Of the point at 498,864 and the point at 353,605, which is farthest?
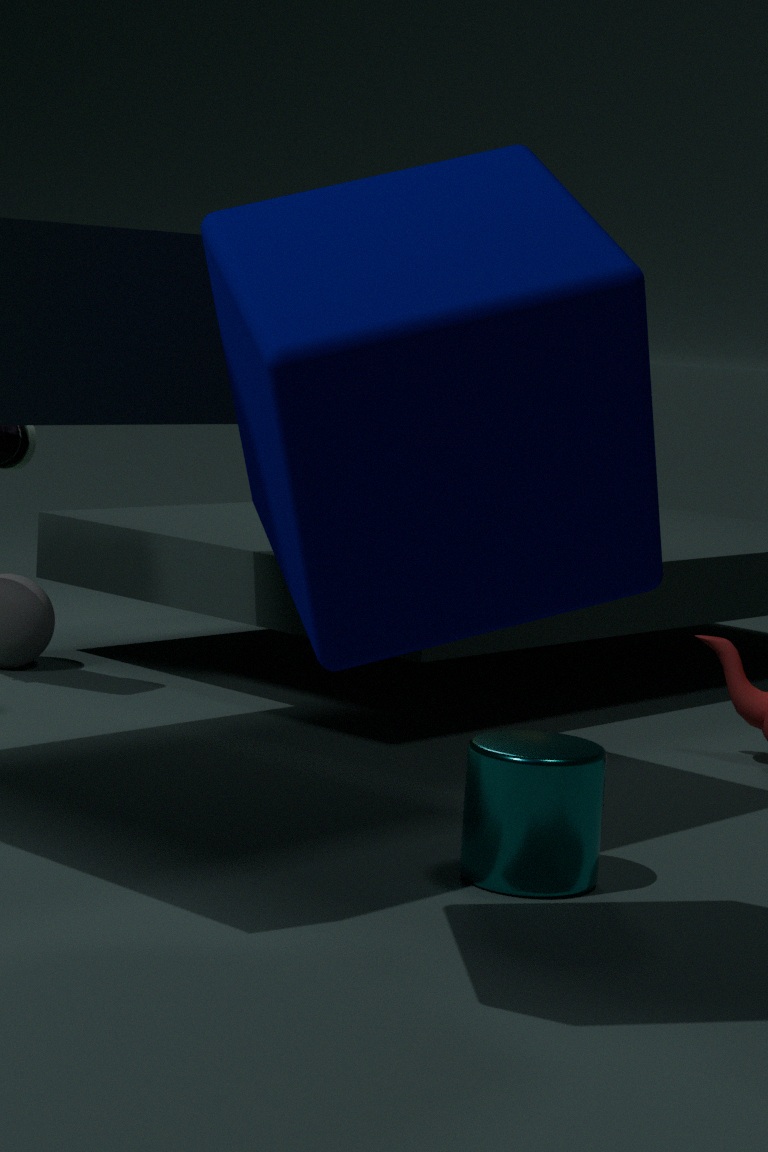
the point at 498,864
